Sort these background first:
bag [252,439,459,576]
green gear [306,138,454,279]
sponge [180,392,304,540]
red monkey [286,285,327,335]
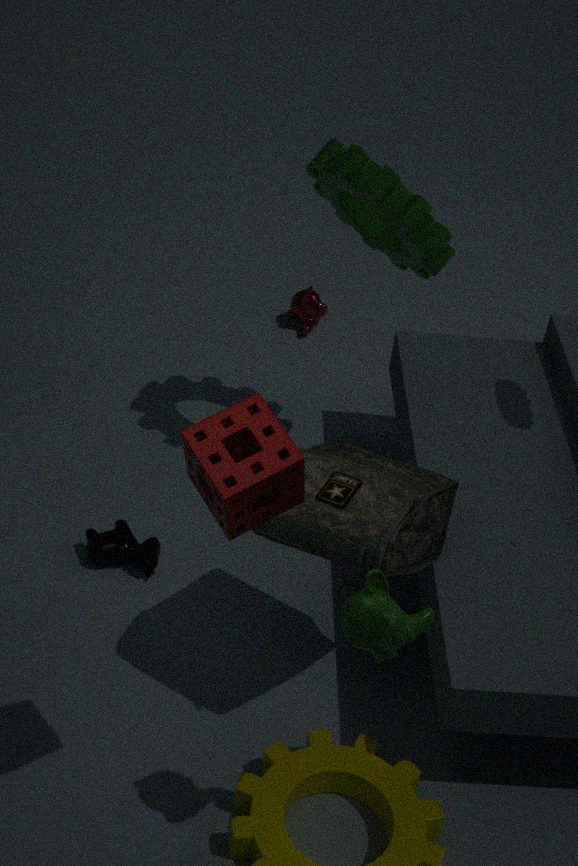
red monkey [286,285,327,335], green gear [306,138,454,279], bag [252,439,459,576], sponge [180,392,304,540]
